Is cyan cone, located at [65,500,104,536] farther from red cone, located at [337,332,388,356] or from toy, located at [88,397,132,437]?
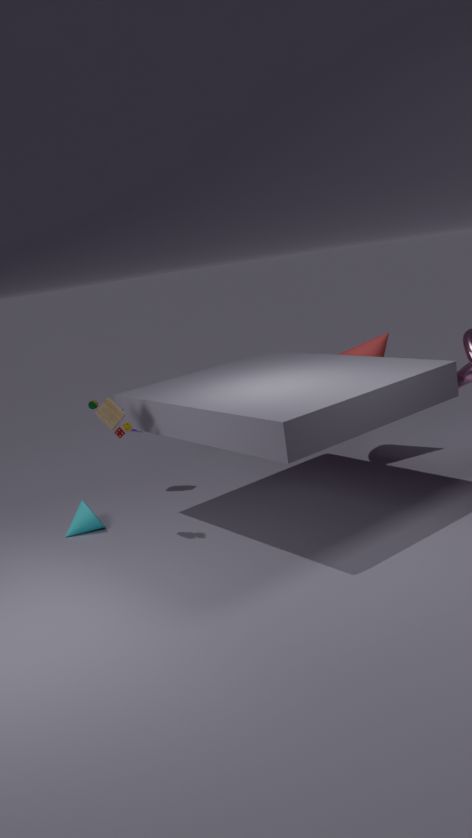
red cone, located at [337,332,388,356]
